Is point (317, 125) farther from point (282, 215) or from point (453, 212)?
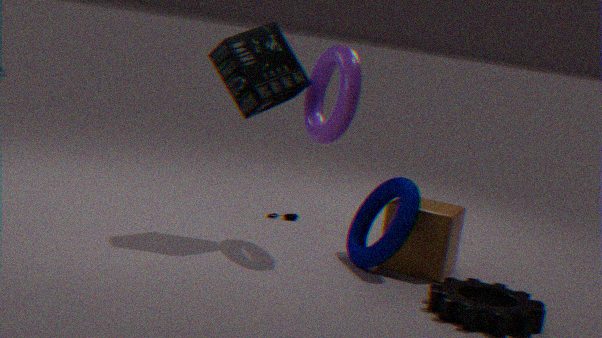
point (282, 215)
